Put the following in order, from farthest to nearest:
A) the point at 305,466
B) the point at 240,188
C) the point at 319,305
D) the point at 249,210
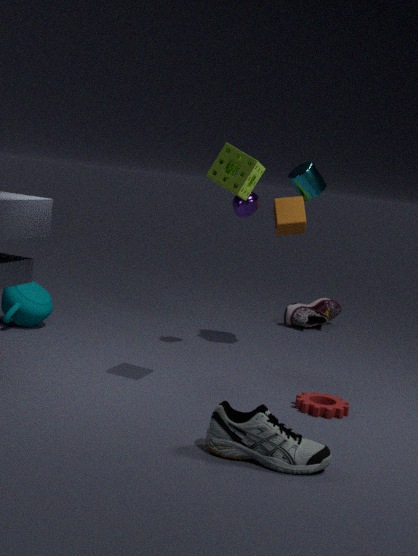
the point at 319,305, the point at 249,210, the point at 240,188, the point at 305,466
